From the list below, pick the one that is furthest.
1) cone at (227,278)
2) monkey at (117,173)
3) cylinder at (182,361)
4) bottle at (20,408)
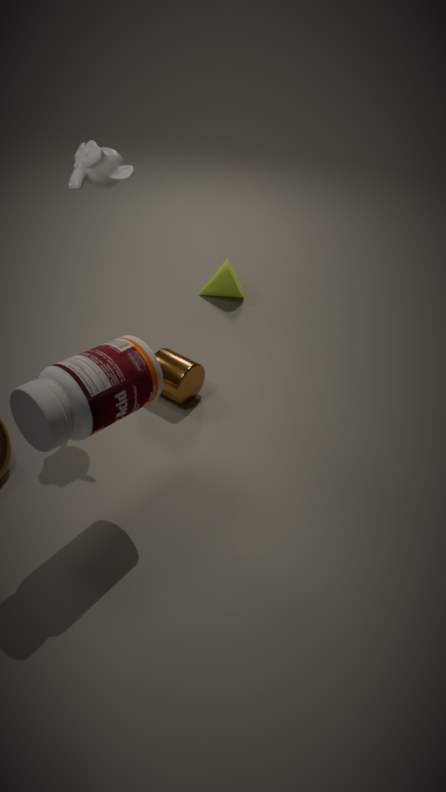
1. cone at (227,278)
